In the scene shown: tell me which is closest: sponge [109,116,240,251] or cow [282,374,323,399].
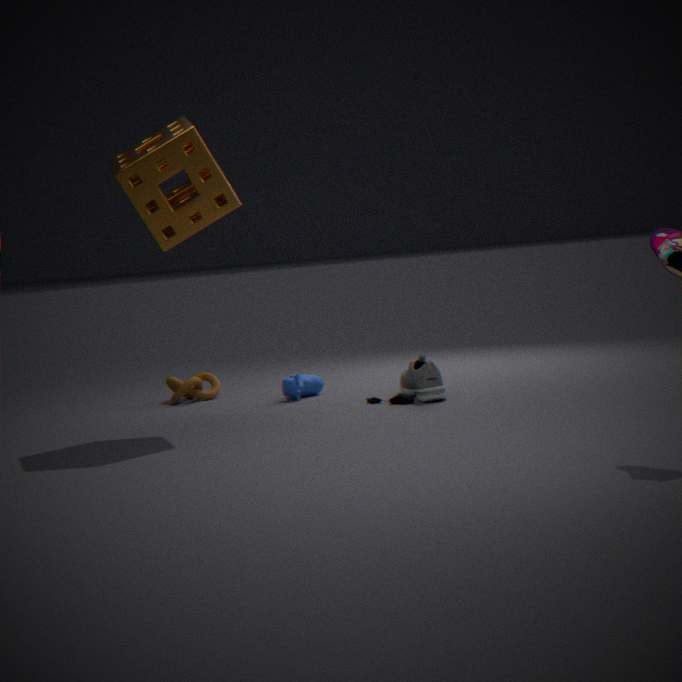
sponge [109,116,240,251]
